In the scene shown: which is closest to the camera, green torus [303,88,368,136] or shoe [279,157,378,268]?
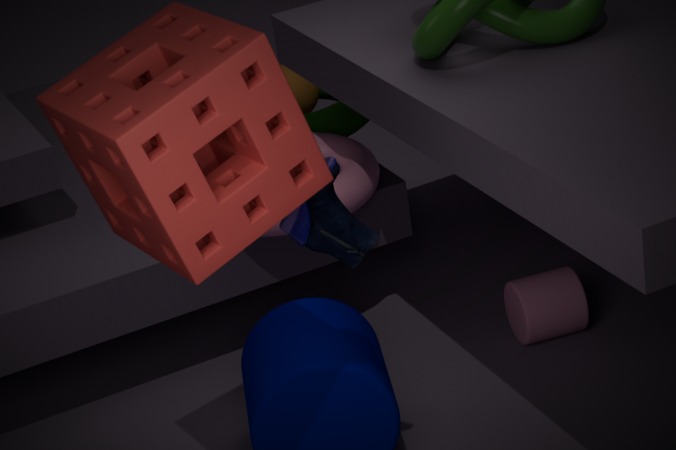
shoe [279,157,378,268]
